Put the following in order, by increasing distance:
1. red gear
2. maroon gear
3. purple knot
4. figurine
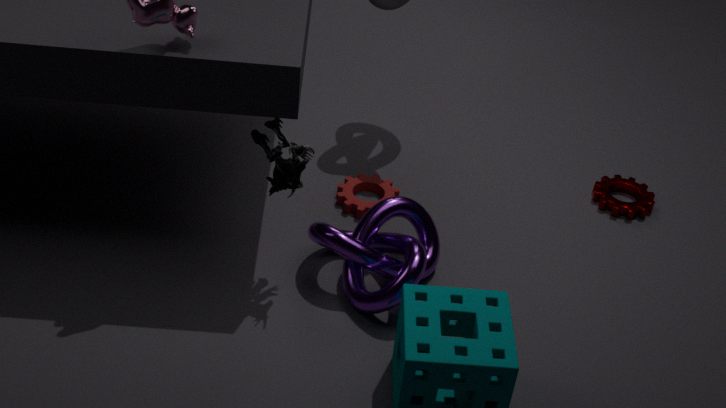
figurine
purple knot
red gear
maroon gear
